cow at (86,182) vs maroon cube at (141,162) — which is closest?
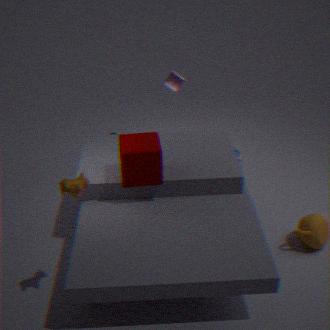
cow at (86,182)
